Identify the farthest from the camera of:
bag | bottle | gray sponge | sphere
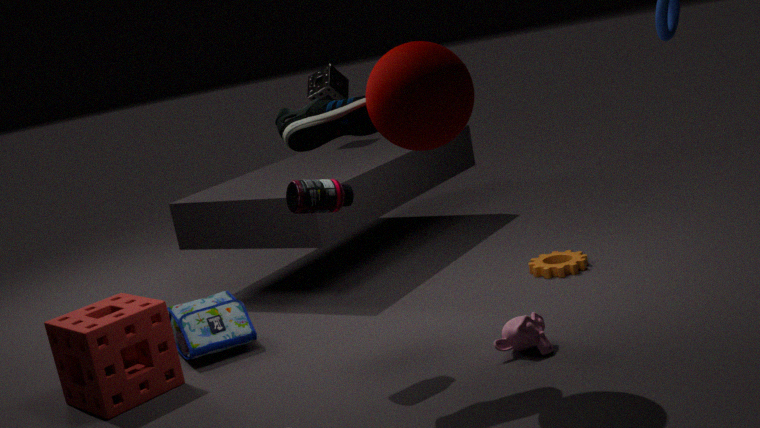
gray sponge
